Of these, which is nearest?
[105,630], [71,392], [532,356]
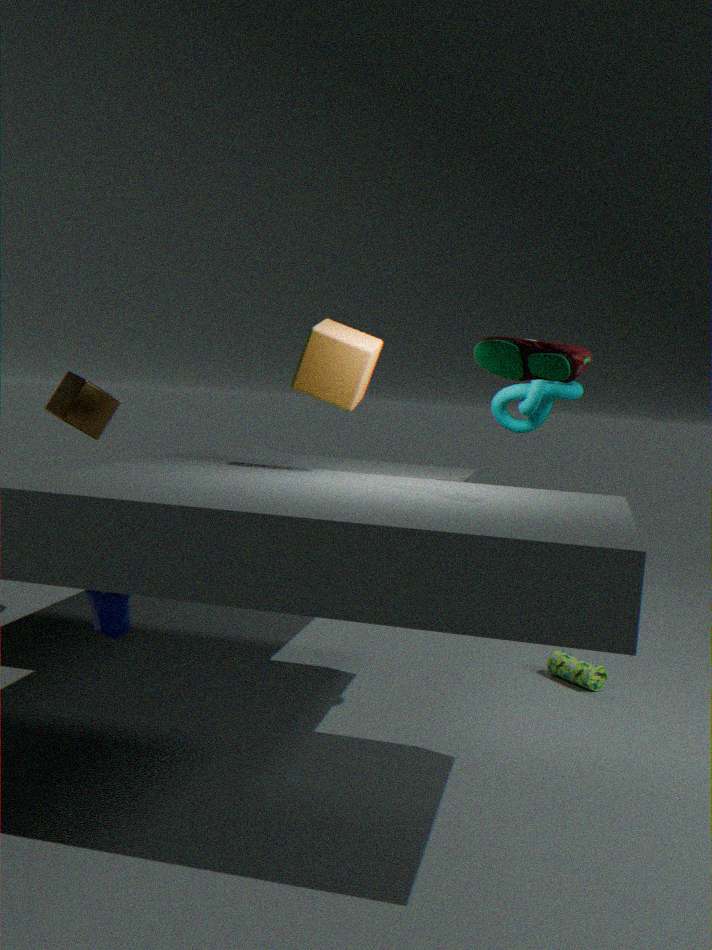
[532,356]
